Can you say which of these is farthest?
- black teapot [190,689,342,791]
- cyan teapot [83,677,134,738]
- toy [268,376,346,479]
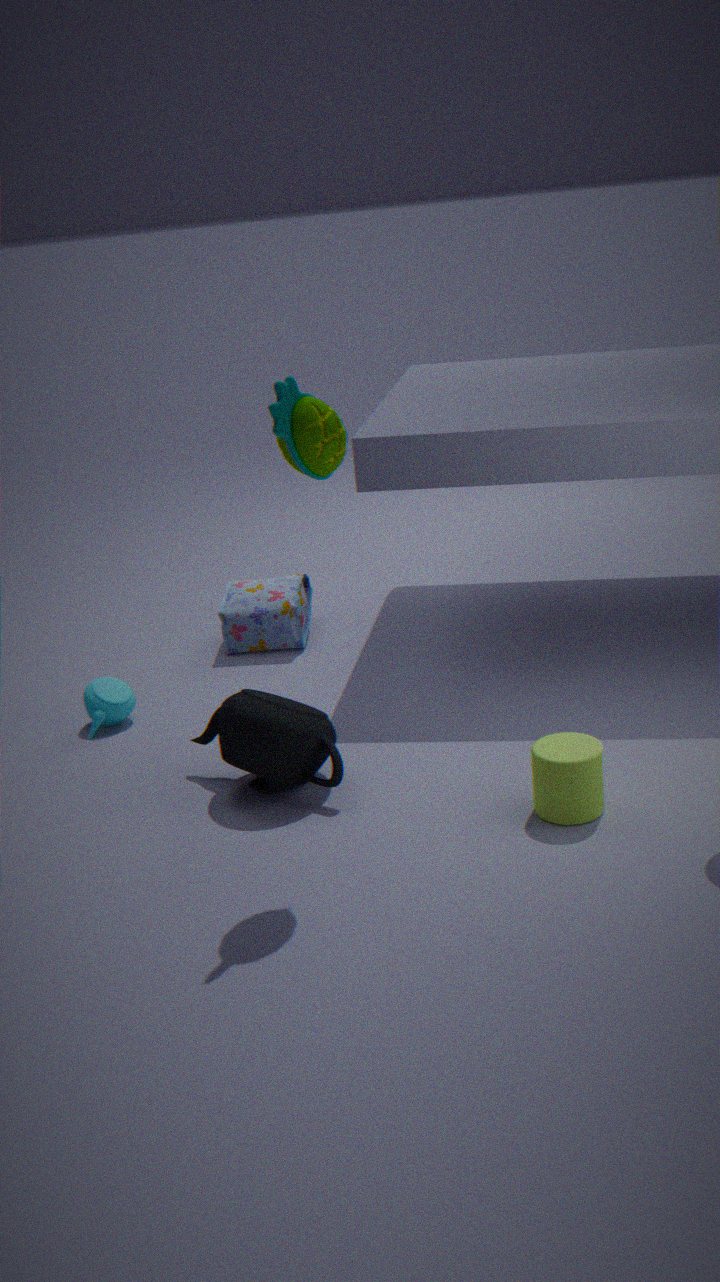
cyan teapot [83,677,134,738]
